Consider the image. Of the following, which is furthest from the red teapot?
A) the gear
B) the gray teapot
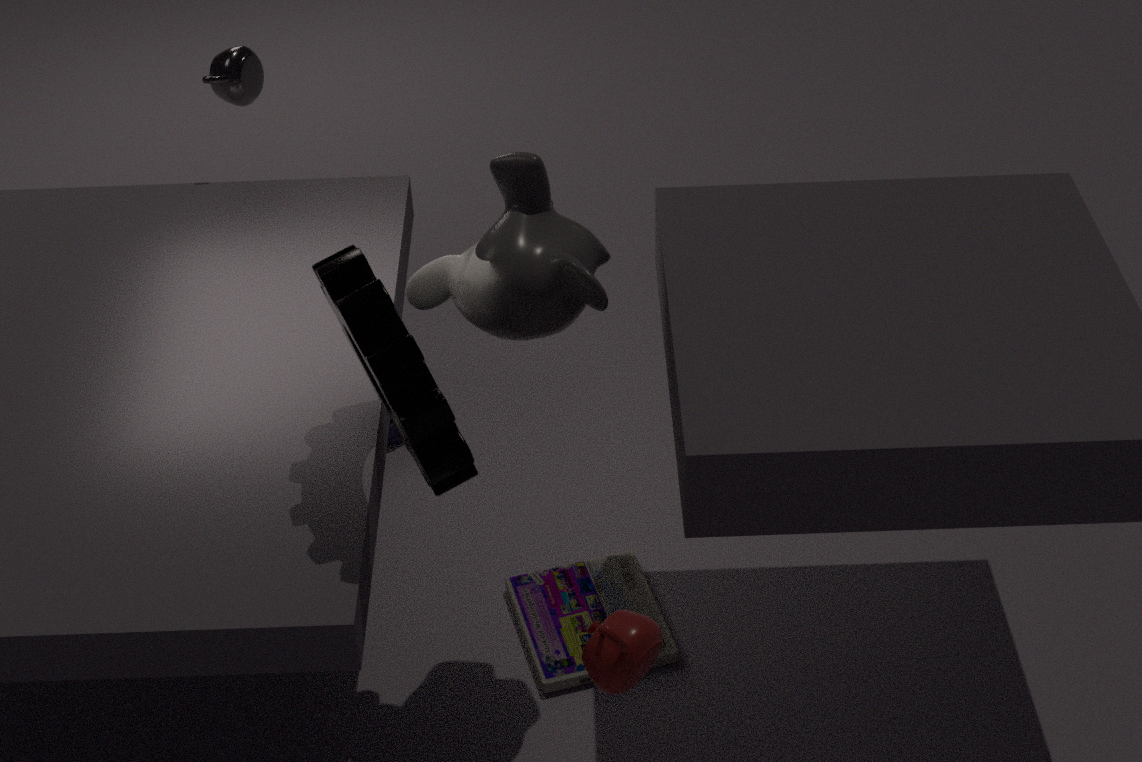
the gray teapot
